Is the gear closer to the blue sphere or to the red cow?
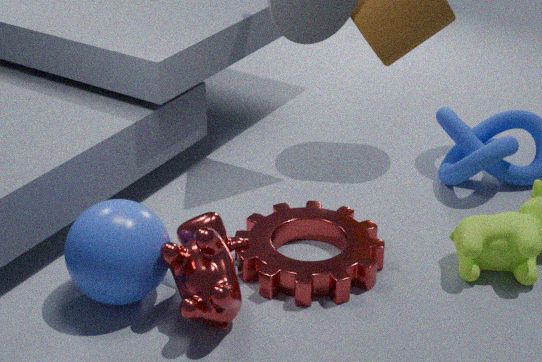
the red cow
